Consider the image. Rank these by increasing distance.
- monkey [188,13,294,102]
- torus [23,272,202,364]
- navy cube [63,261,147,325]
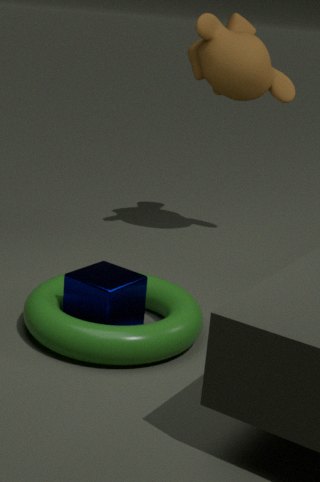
torus [23,272,202,364]
navy cube [63,261,147,325]
monkey [188,13,294,102]
